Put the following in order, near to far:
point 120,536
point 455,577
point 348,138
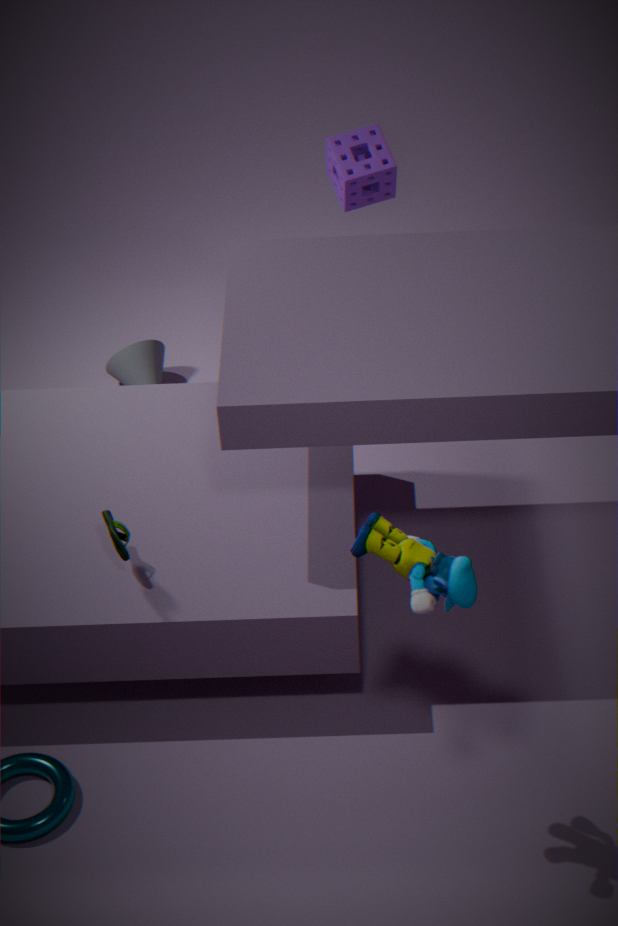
point 455,577 → point 120,536 → point 348,138
